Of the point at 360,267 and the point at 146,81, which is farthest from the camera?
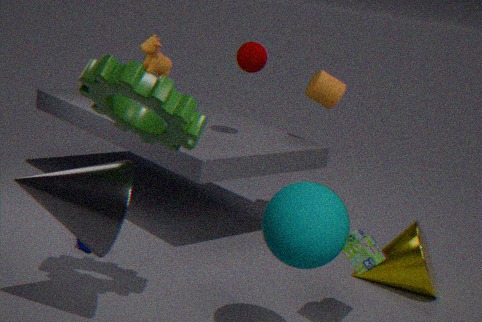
the point at 360,267
